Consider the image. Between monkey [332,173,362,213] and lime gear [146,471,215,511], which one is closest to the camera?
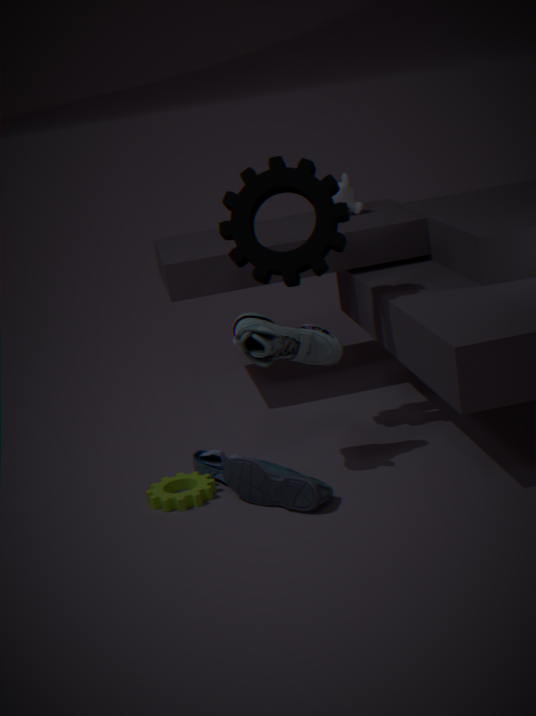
lime gear [146,471,215,511]
